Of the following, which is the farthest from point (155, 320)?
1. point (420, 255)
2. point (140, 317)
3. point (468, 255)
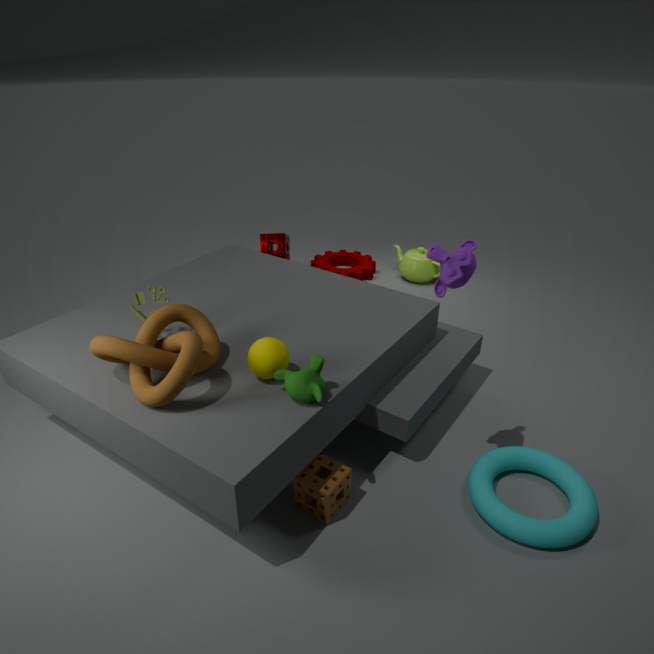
point (420, 255)
